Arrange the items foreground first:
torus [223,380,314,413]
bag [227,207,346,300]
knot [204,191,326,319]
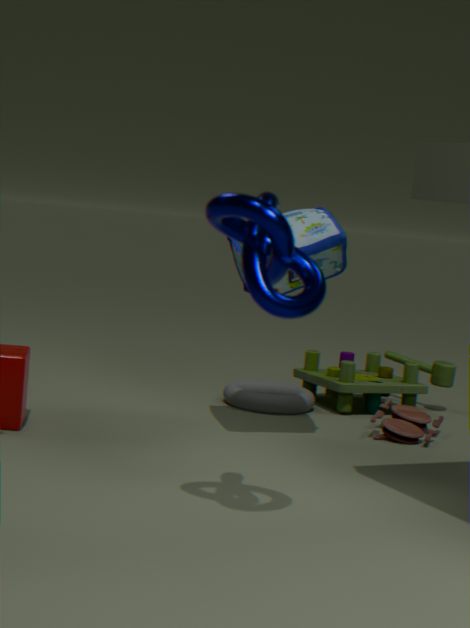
knot [204,191,326,319]
bag [227,207,346,300]
torus [223,380,314,413]
